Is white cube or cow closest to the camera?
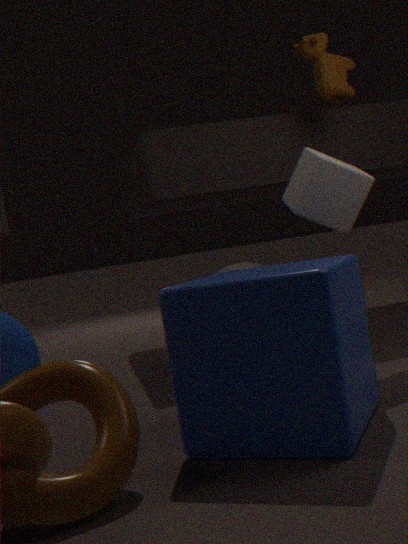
white cube
